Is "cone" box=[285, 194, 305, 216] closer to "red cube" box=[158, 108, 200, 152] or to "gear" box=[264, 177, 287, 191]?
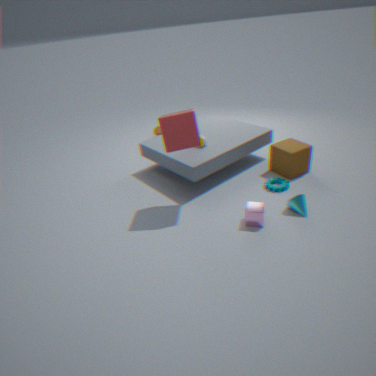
"gear" box=[264, 177, 287, 191]
